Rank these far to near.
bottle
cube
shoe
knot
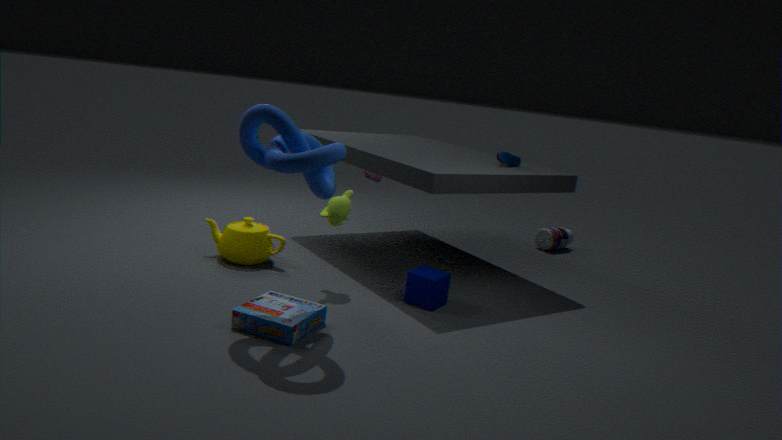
1. bottle
2. shoe
3. cube
4. knot
